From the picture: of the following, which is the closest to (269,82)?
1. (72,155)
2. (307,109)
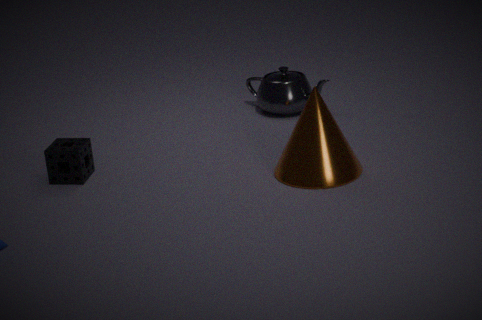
(307,109)
